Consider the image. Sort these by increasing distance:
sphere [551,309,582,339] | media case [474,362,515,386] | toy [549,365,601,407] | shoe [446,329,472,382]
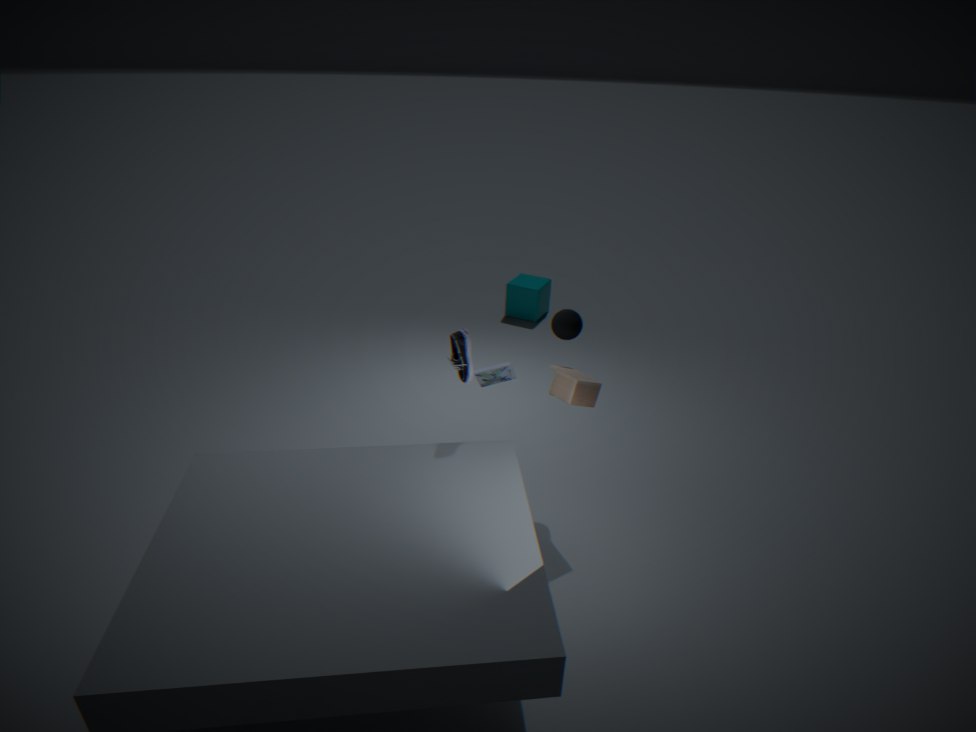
shoe [446,329,472,382], toy [549,365,601,407], media case [474,362,515,386], sphere [551,309,582,339]
